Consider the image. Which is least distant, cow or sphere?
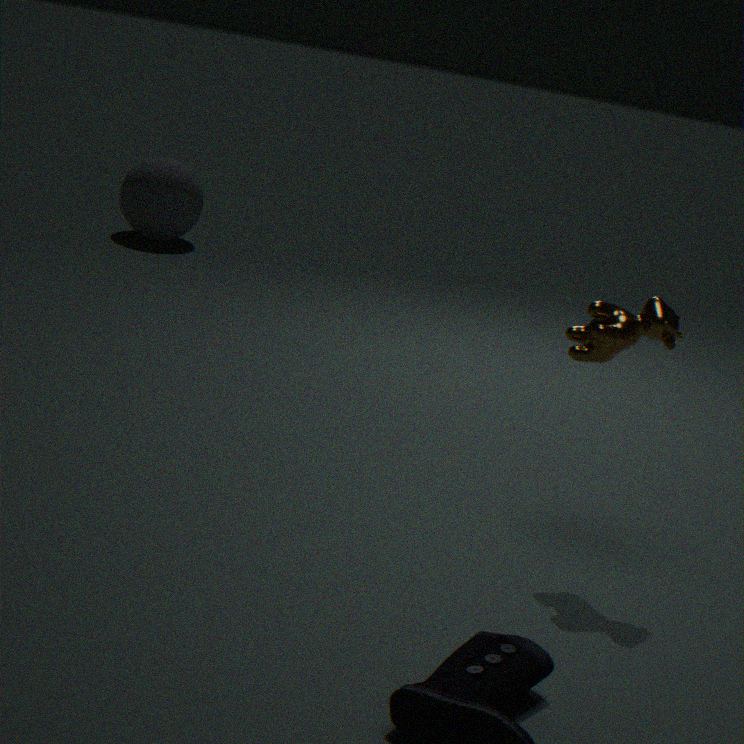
cow
